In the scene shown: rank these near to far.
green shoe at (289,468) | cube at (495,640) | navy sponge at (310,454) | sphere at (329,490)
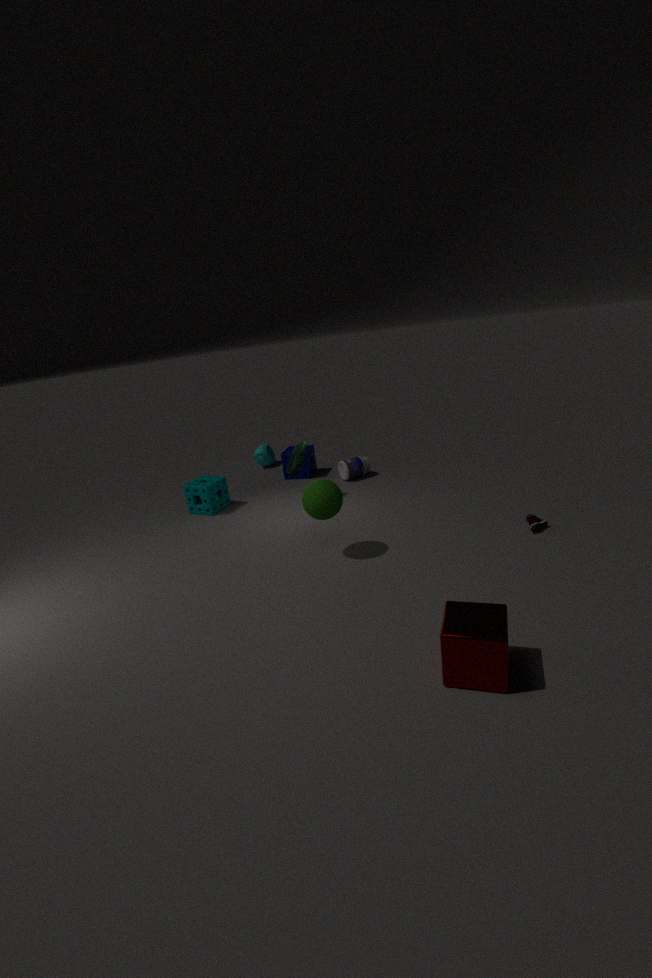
1. cube at (495,640)
2. sphere at (329,490)
3. green shoe at (289,468)
4. navy sponge at (310,454)
